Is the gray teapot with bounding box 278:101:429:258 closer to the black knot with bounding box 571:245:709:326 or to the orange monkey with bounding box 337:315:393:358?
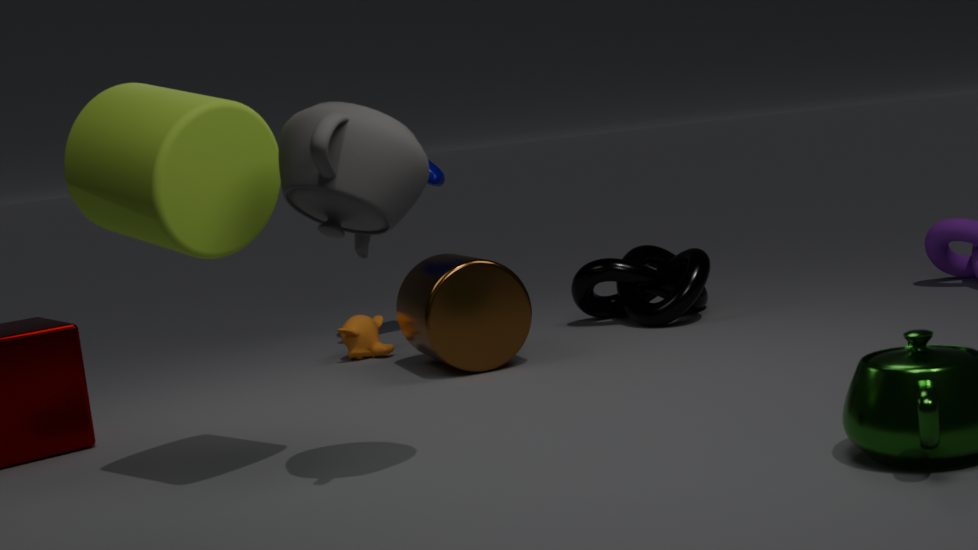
the orange monkey with bounding box 337:315:393:358
